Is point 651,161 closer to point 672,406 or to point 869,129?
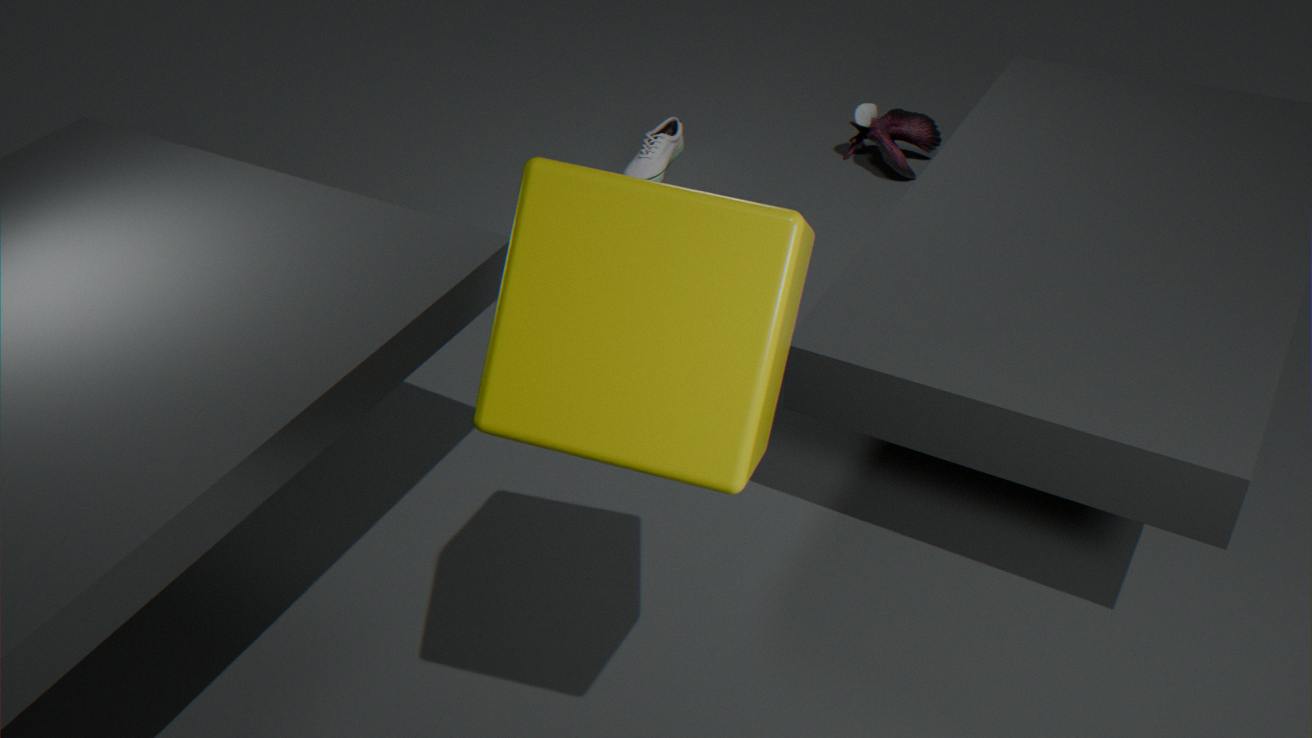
point 869,129
